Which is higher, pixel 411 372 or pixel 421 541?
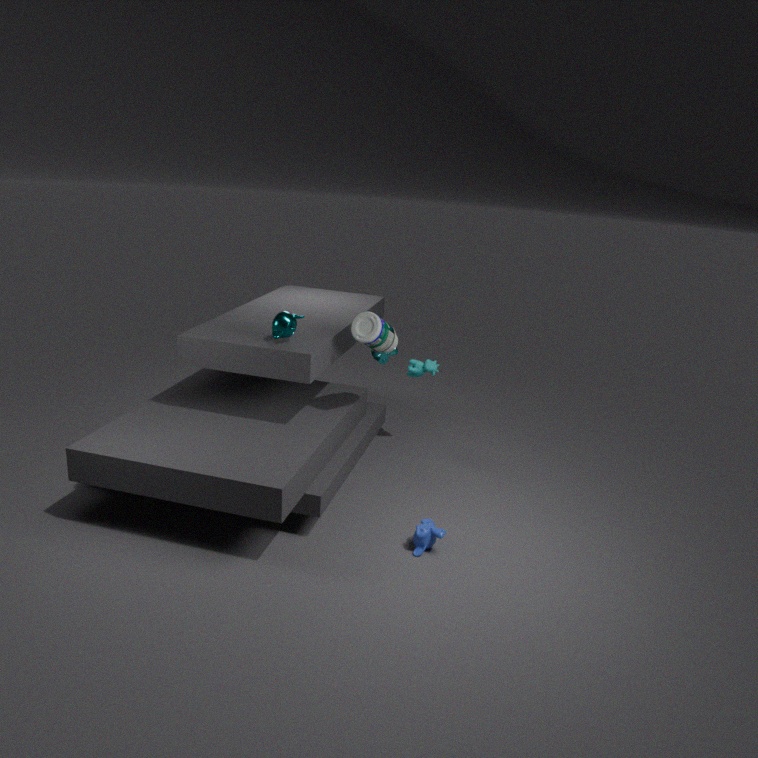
pixel 411 372
